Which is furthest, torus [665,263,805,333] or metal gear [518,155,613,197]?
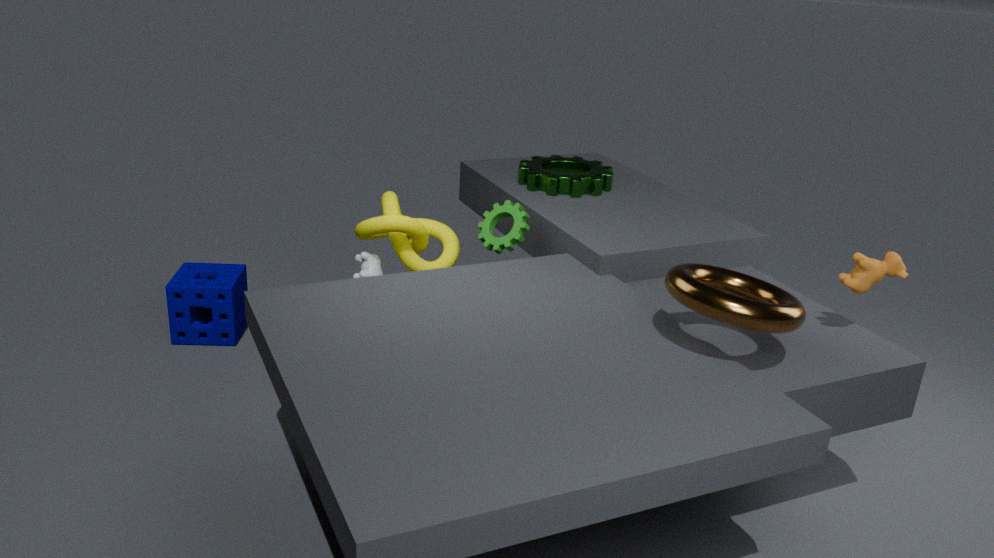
metal gear [518,155,613,197]
